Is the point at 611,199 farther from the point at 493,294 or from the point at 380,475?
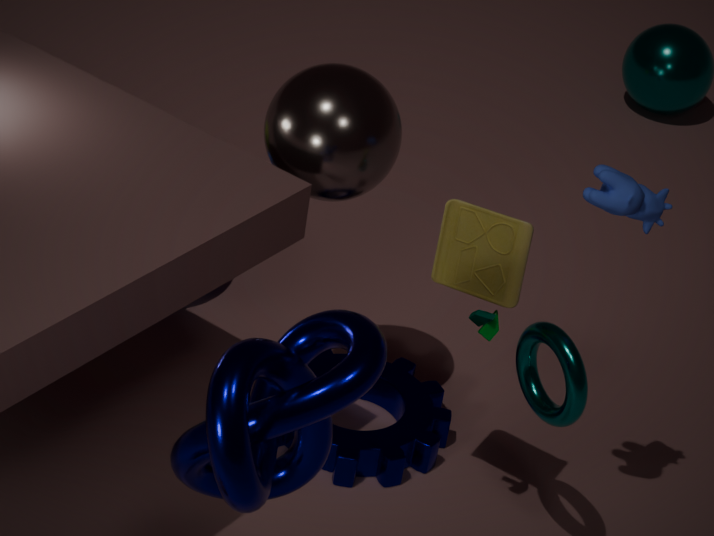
the point at 380,475
